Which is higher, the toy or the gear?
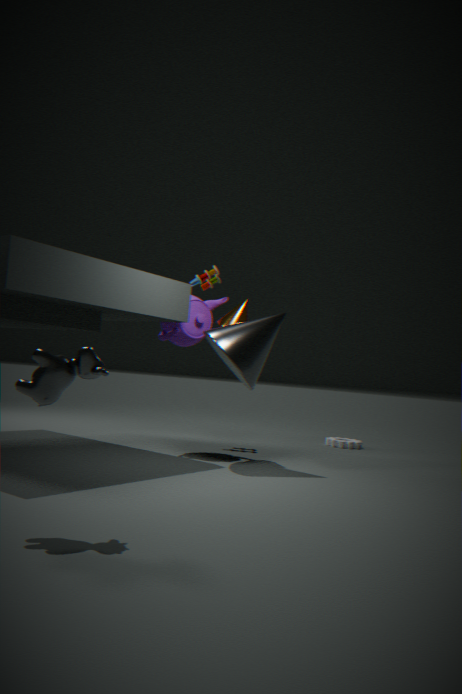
the toy
